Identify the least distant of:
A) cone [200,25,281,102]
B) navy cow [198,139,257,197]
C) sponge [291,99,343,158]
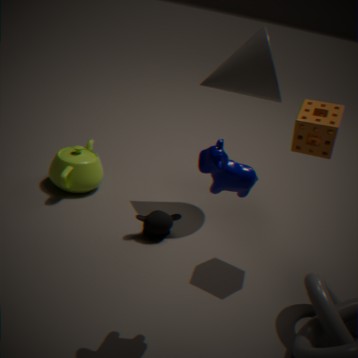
navy cow [198,139,257,197]
